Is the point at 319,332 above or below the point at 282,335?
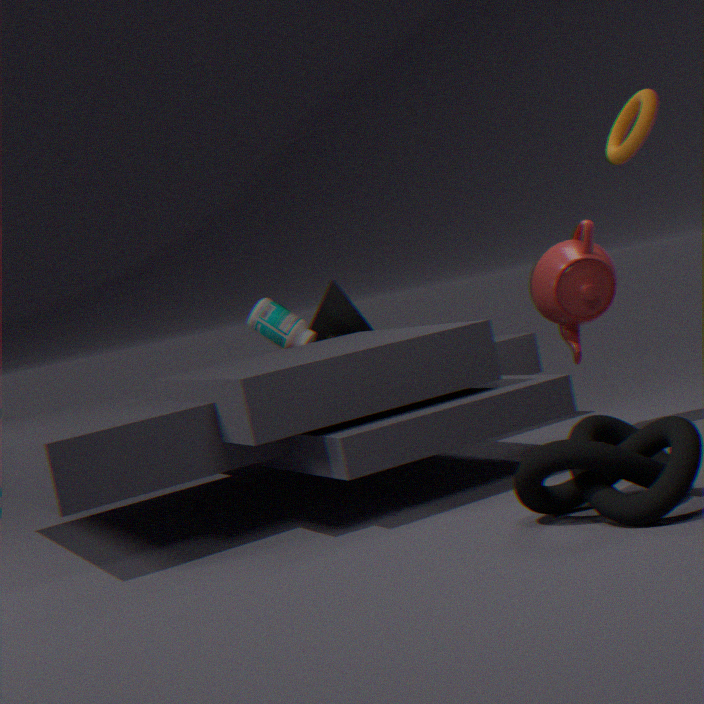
Answer: below
